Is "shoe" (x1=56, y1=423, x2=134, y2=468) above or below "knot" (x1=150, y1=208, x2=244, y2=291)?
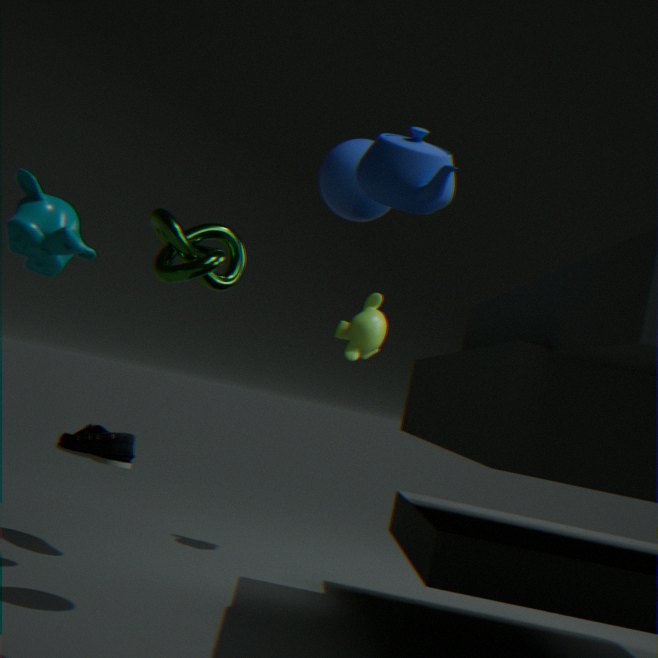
below
